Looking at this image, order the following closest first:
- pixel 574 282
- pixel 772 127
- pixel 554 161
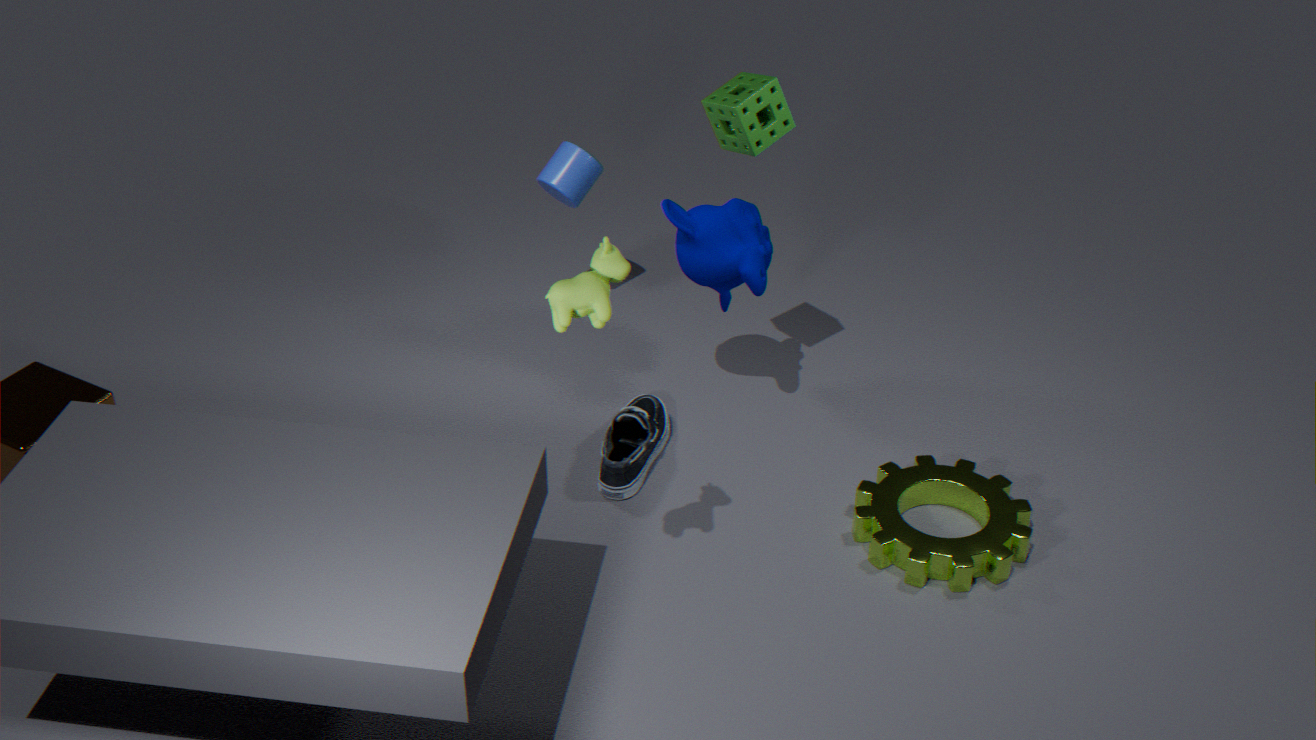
pixel 574 282
pixel 772 127
pixel 554 161
